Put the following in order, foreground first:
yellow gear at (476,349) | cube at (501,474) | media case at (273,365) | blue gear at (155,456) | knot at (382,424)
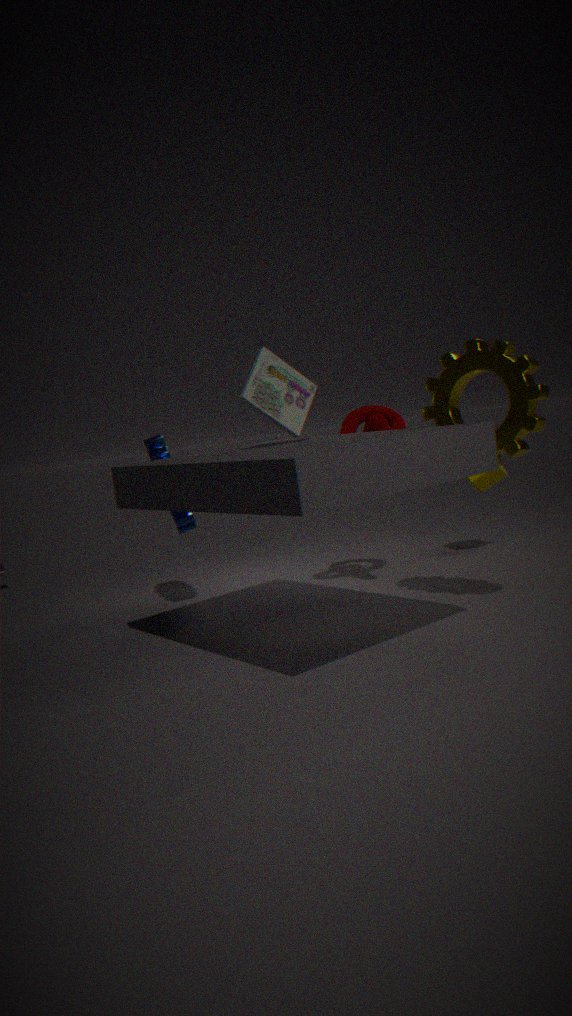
yellow gear at (476,349) → media case at (273,365) → knot at (382,424) → blue gear at (155,456) → cube at (501,474)
